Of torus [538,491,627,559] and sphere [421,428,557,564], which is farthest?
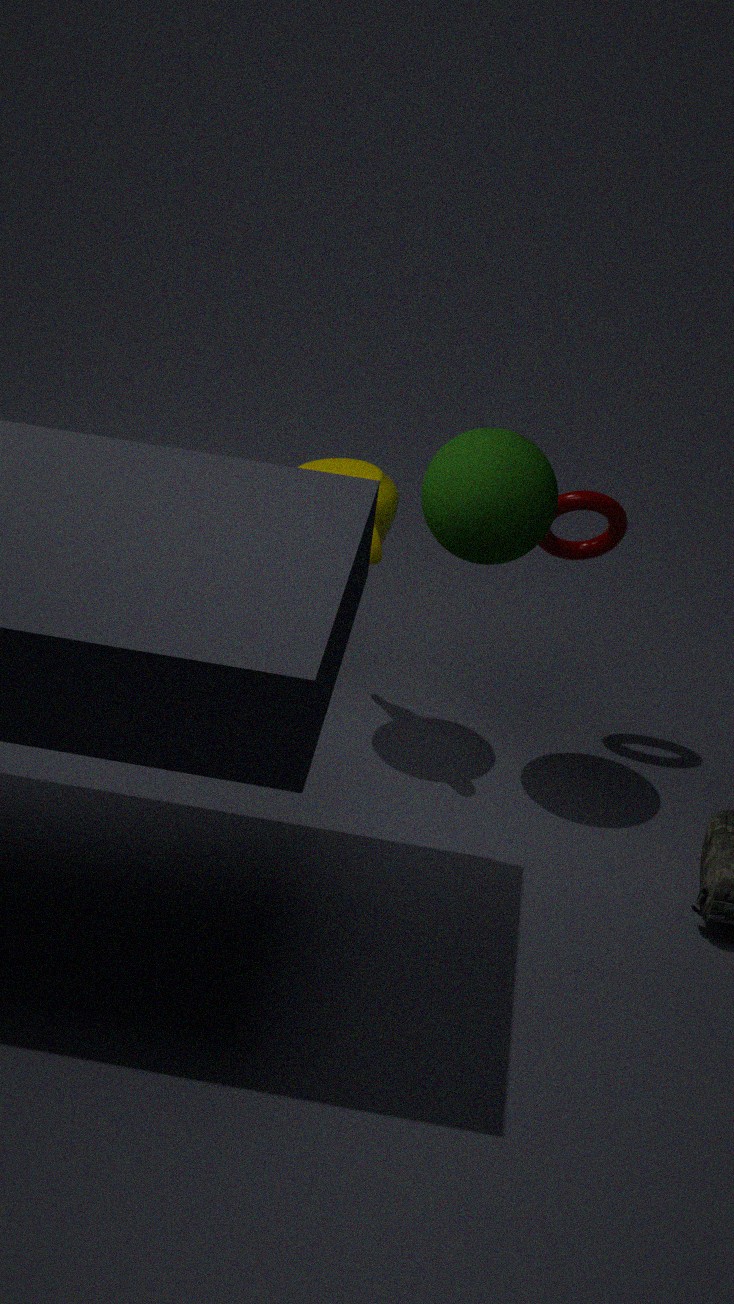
torus [538,491,627,559]
